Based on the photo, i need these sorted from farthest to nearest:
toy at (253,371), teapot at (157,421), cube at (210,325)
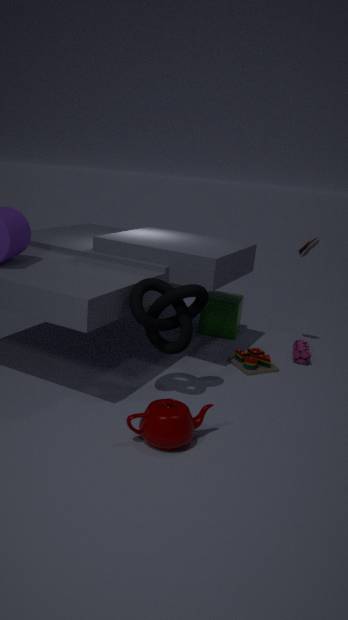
cube at (210,325) → toy at (253,371) → teapot at (157,421)
